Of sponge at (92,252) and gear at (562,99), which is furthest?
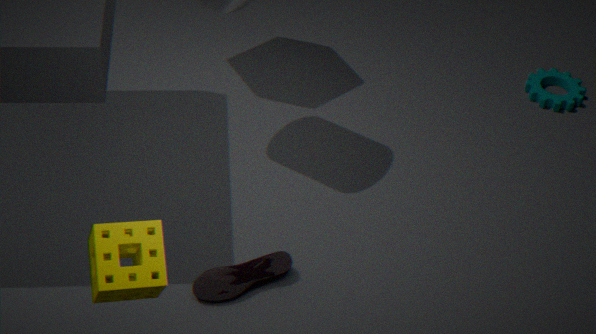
gear at (562,99)
